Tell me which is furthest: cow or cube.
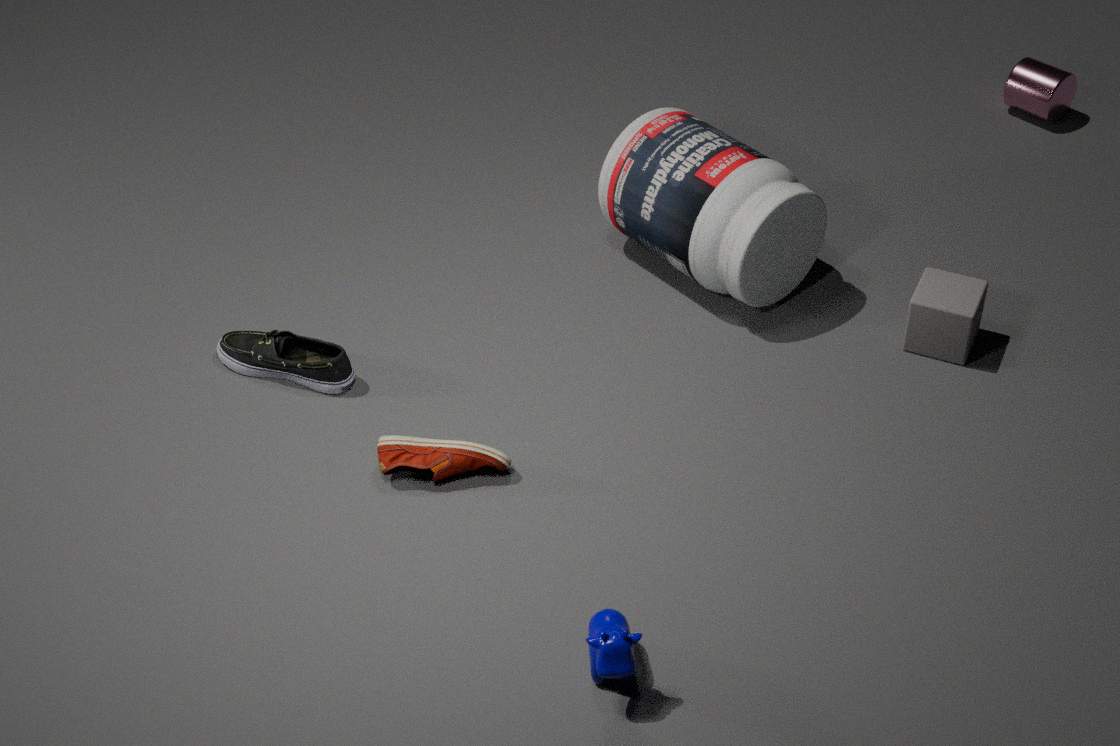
cube
